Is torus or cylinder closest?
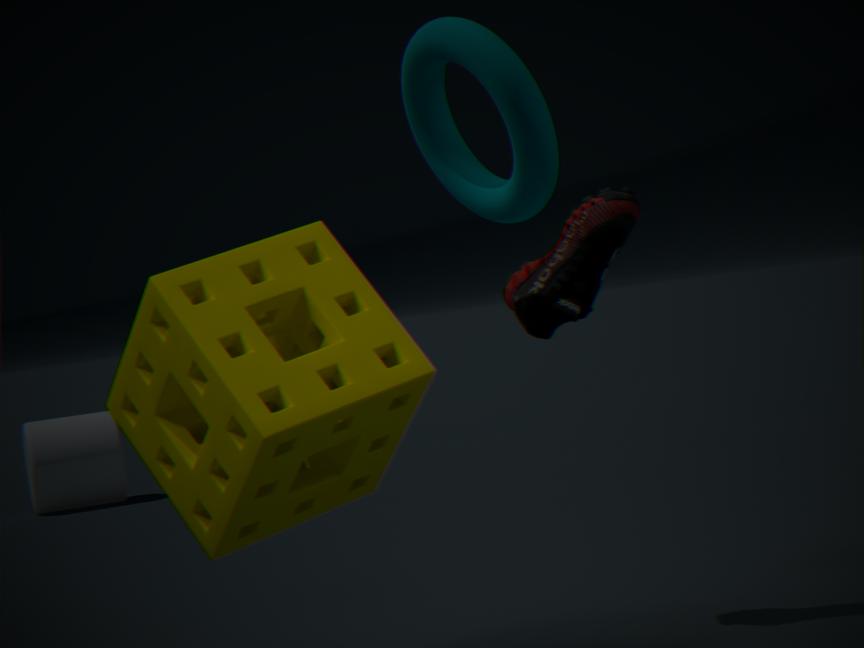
torus
